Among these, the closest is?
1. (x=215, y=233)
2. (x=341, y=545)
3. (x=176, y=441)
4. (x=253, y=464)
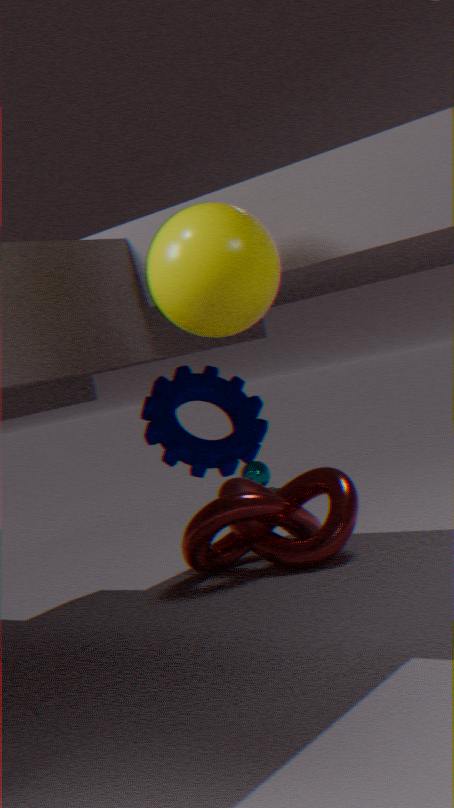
(x=215, y=233)
